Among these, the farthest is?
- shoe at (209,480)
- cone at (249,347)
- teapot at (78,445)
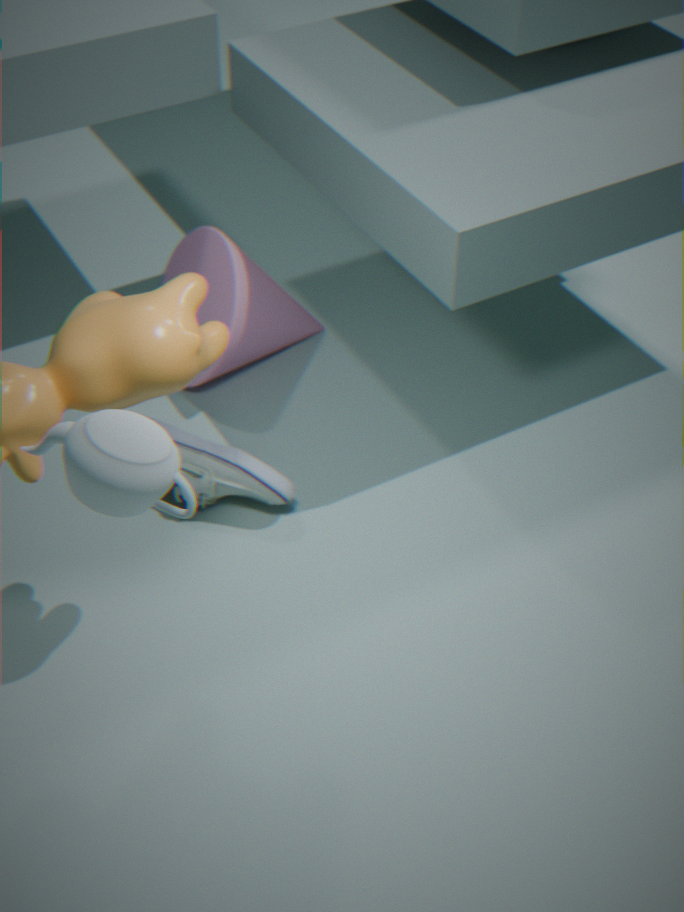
cone at (249,347)
